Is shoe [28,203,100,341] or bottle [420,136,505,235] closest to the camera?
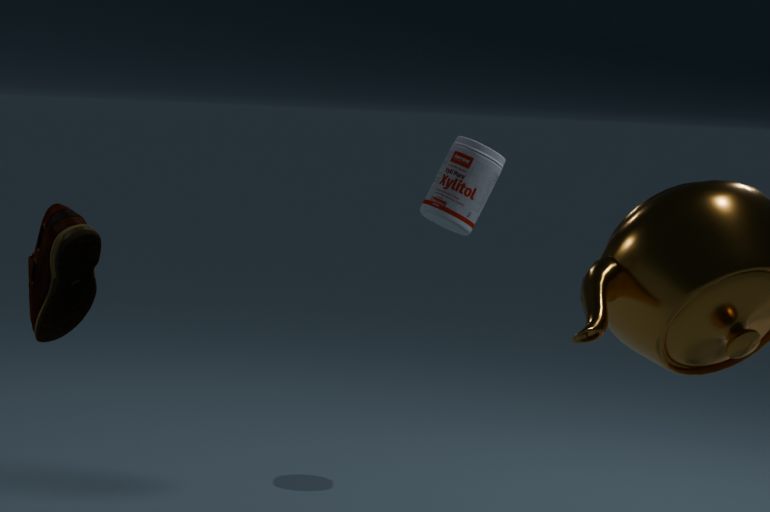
shoe [28,203,100,341]
